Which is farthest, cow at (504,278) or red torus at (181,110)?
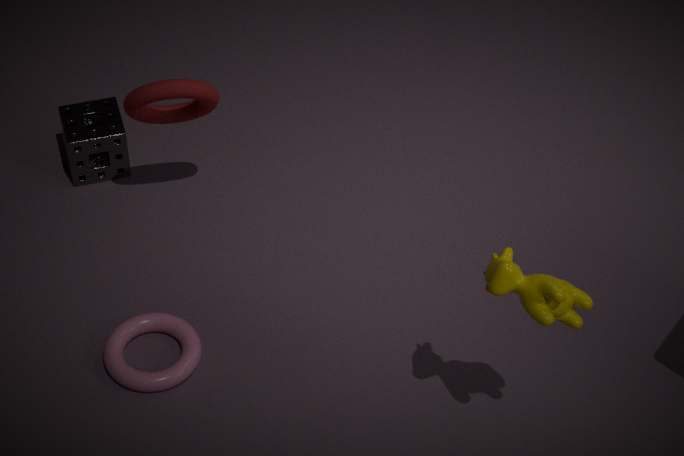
red torus at (181,110)
